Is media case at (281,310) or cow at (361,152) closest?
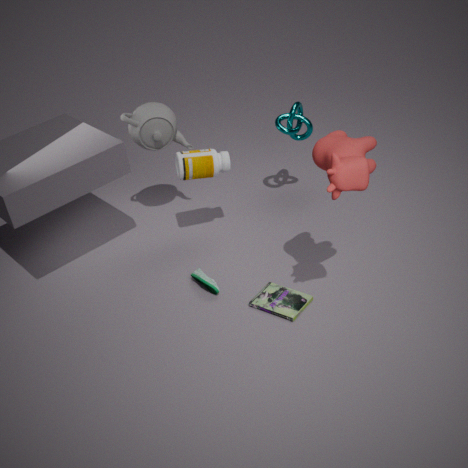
cow at (361,152)
